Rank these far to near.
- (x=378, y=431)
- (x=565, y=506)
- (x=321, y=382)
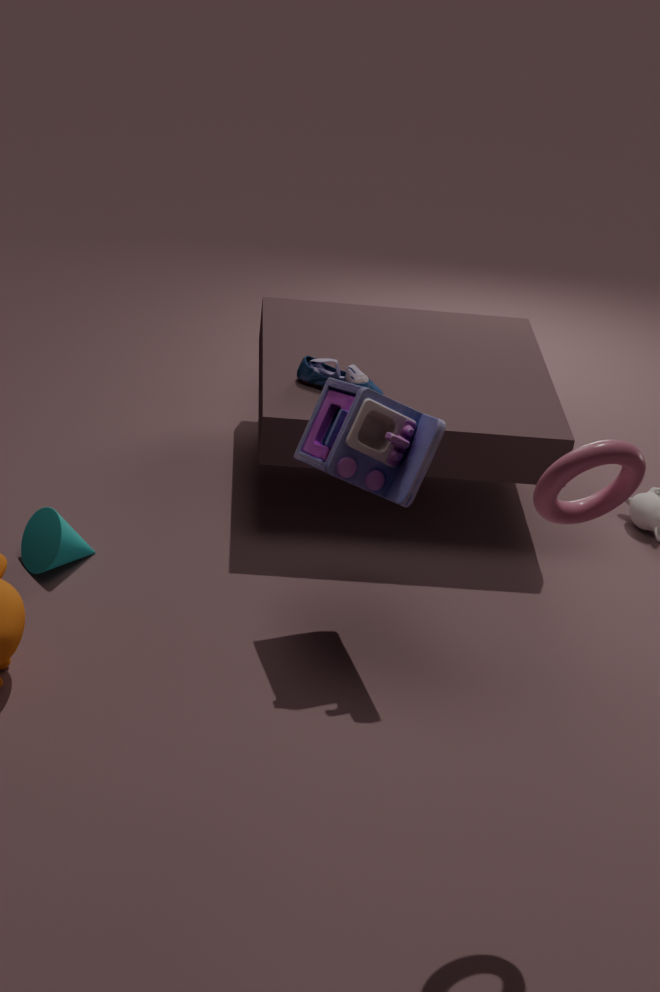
1. (x=321, y=382)
2. (x=378, y=431)
3. (x=565, y=506)
